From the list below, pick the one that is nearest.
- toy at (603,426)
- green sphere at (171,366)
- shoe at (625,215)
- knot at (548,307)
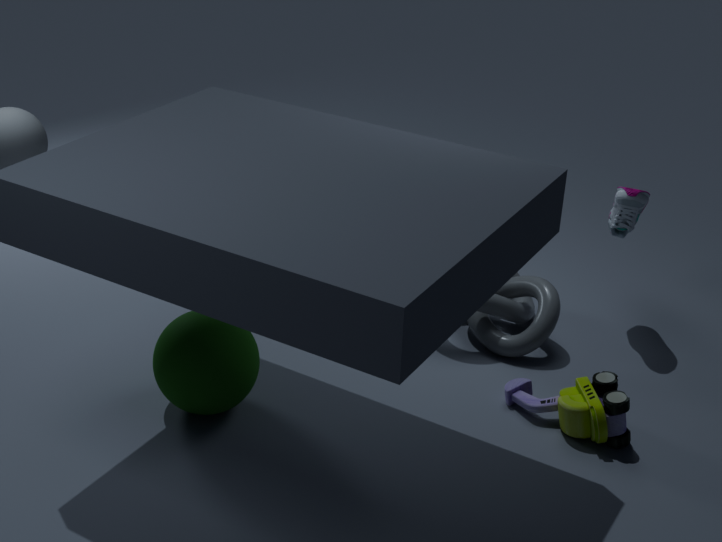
green sphere at (171,366)
